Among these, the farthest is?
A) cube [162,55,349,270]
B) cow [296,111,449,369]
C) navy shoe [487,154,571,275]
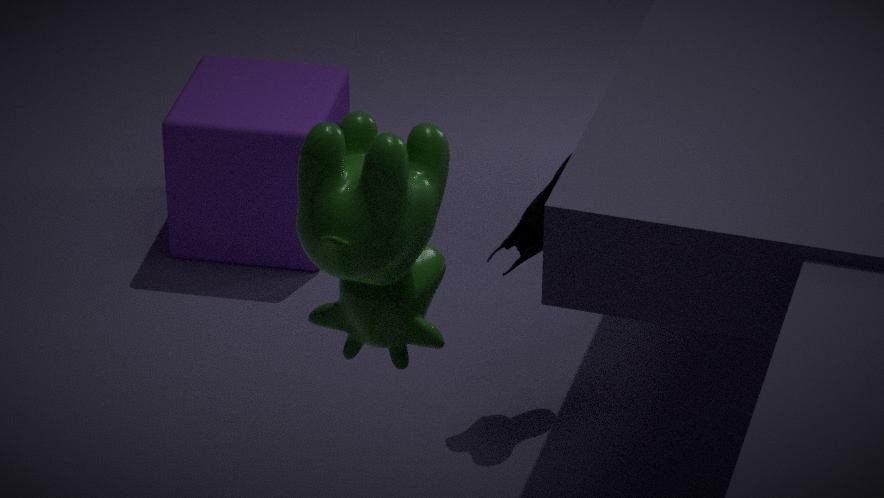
cube [162,55,349,270]
